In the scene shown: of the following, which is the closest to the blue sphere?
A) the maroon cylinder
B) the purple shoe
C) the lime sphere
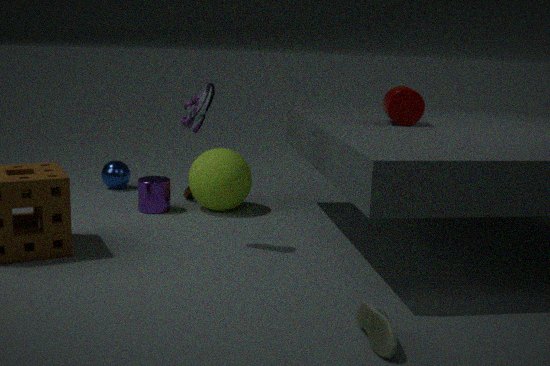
the lime sphere
